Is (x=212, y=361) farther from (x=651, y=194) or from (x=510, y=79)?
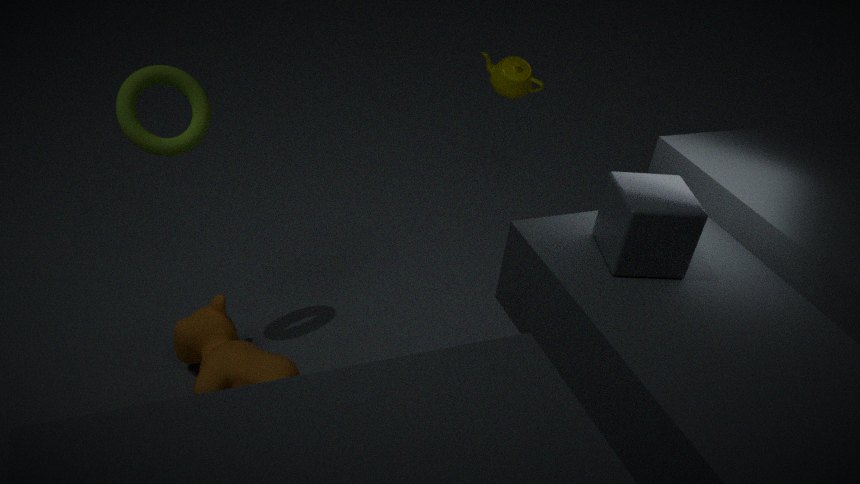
(x=510, y=79)
